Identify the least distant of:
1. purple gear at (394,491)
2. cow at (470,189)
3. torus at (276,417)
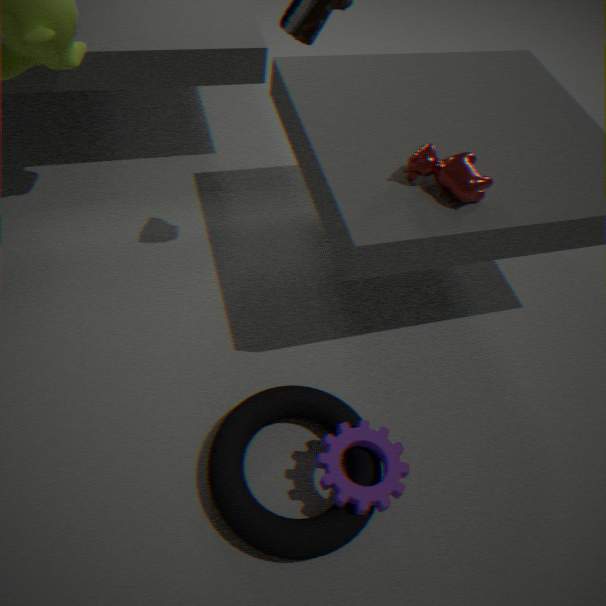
torus at (276,417)
